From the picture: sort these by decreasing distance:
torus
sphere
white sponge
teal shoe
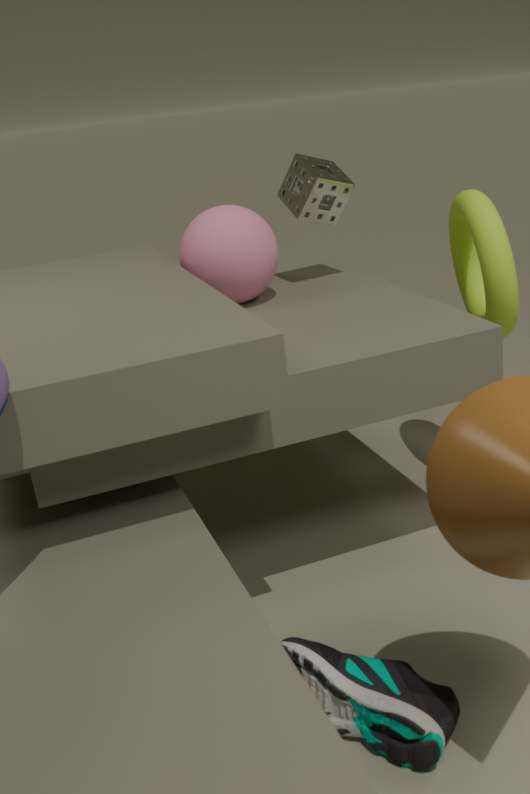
white sponge
sphere
torus
teal shoe
